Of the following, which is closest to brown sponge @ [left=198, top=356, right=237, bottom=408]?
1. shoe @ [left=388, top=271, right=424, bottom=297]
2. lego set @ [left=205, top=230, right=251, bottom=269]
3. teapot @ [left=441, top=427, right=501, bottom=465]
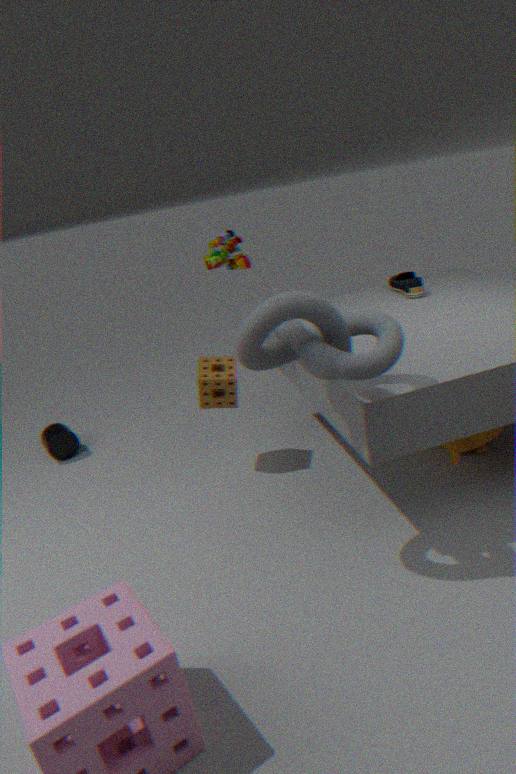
lego set @ [left=205, top=230, right=251, bottom=269]
